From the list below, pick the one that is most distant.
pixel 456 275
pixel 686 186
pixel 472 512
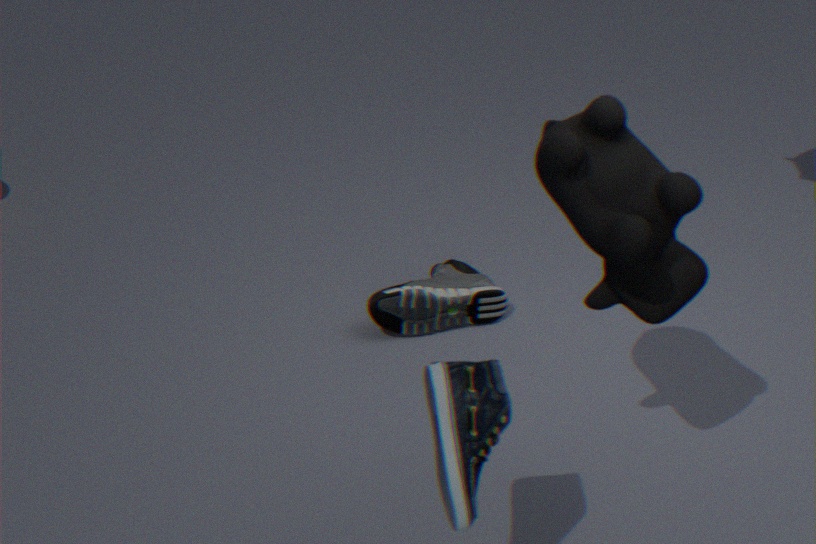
pixel 456 275
